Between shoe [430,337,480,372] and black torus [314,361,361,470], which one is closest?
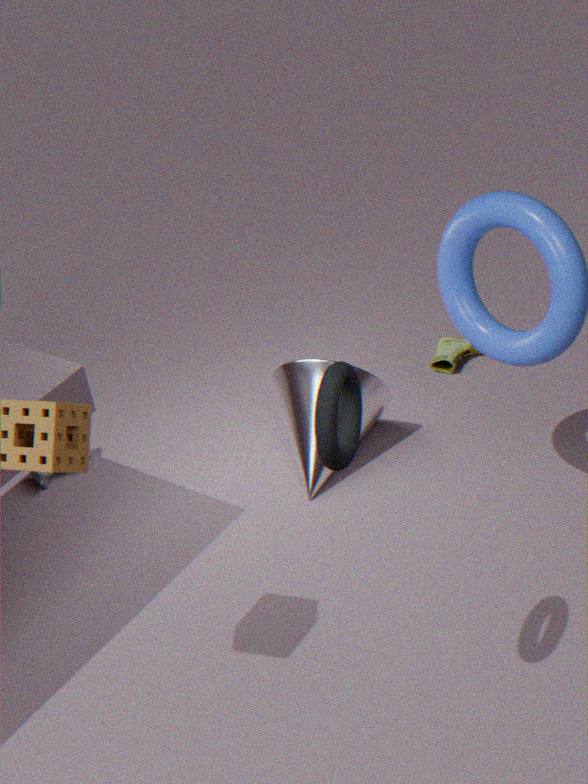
black torus [314,361,361,470]
